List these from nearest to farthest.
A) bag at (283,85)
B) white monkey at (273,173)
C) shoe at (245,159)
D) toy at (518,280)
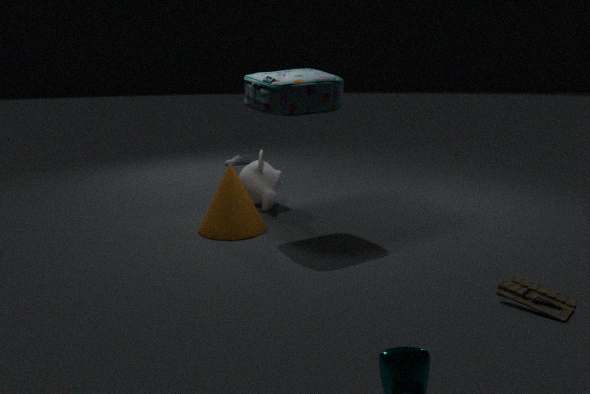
toy at (518,280) < bag at (283,85) < white monkey at (273,173) < shoe at (245,159)
